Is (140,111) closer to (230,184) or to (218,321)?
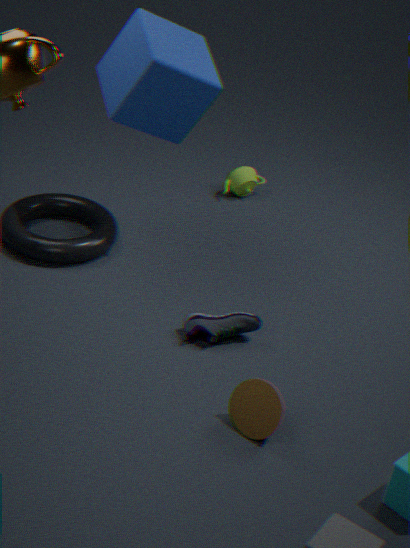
(230,184)
